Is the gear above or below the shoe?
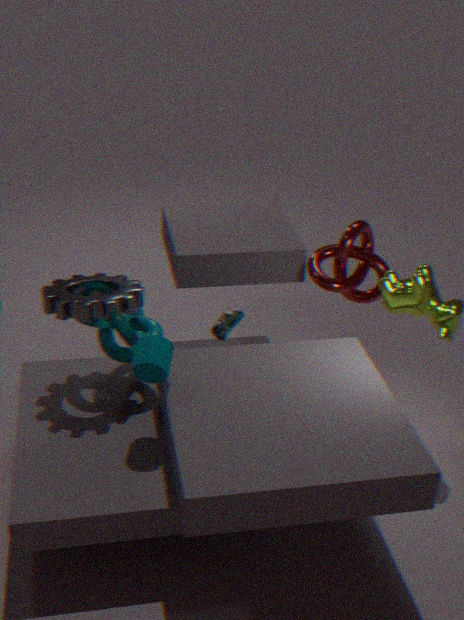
above
